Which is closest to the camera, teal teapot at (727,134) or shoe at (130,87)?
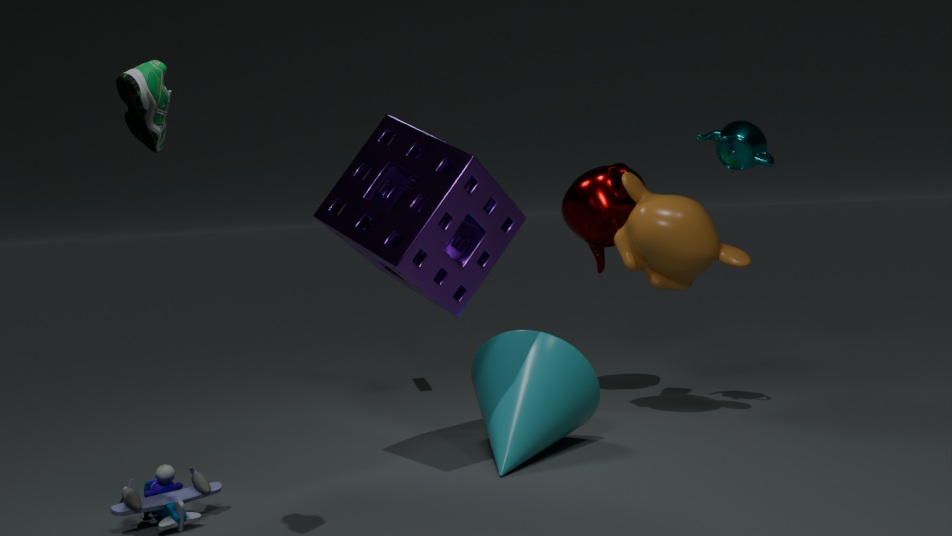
shoe at (130,87)
